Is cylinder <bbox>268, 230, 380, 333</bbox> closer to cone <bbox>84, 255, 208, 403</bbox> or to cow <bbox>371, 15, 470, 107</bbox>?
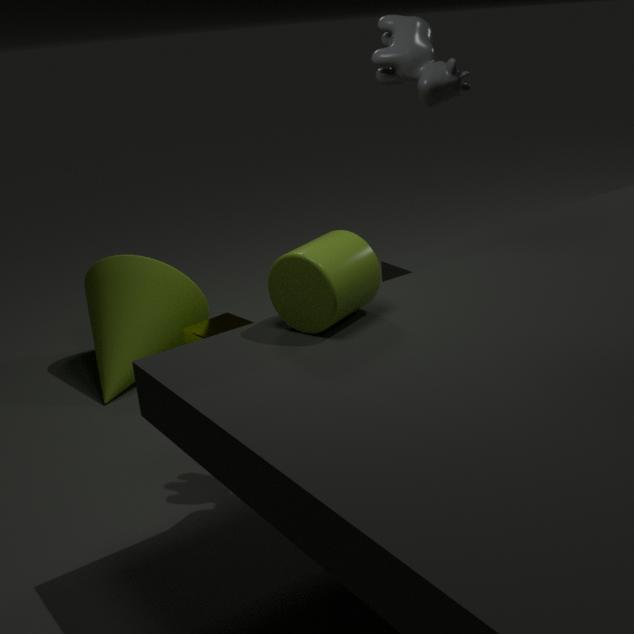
cow <bbox>371, 15, 470, 107</bbox>
